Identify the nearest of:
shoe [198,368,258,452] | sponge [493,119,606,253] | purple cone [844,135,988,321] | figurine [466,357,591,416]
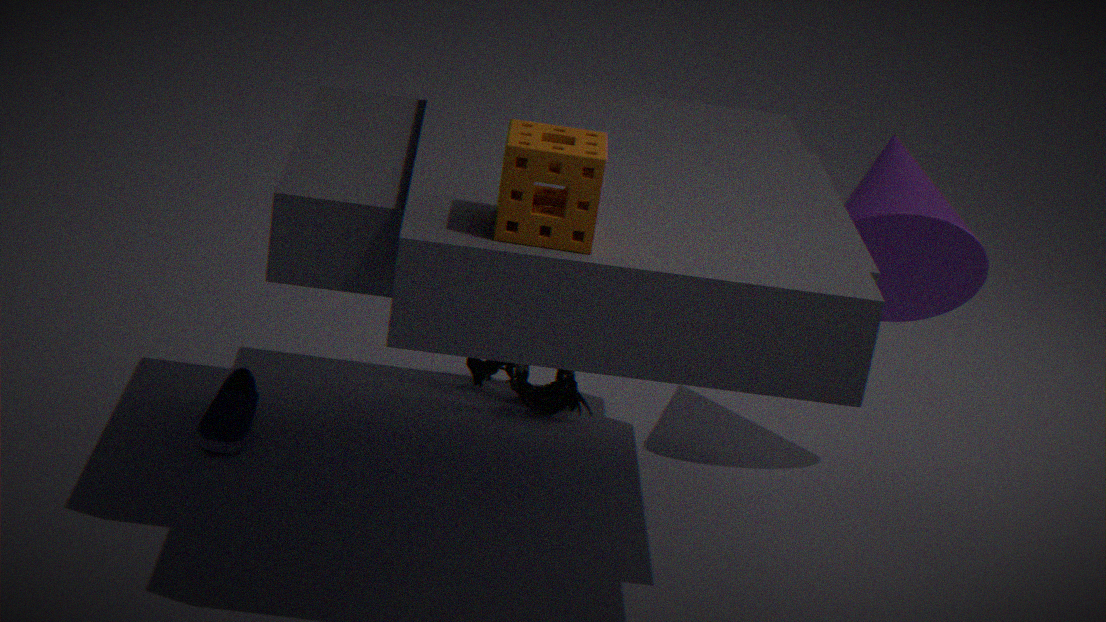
sponge [493,119,606,253]
